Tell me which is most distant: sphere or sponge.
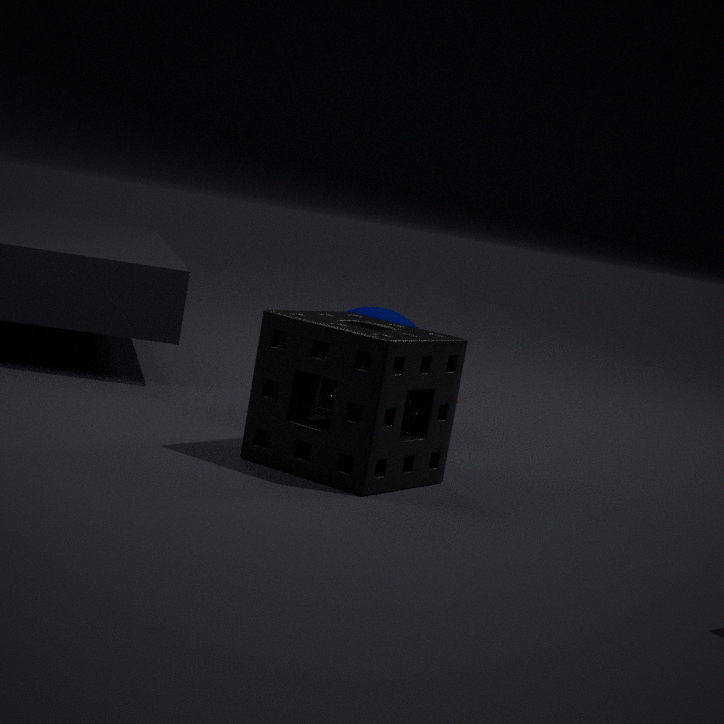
sphere
